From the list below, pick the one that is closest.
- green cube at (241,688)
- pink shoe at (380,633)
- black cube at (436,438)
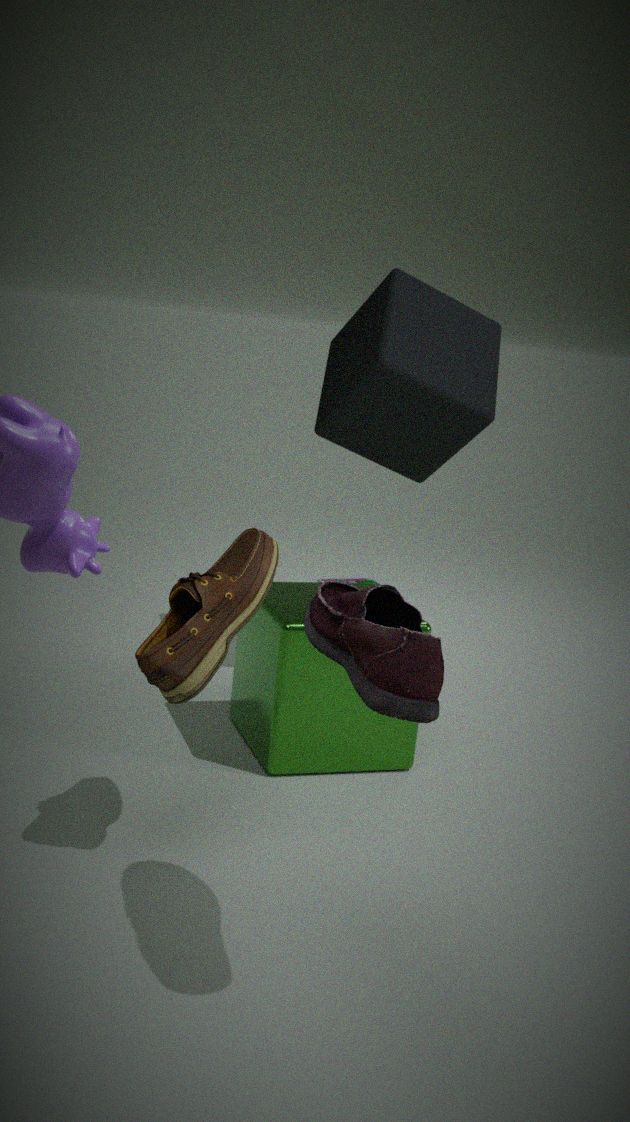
pink shoe at (380,633)
